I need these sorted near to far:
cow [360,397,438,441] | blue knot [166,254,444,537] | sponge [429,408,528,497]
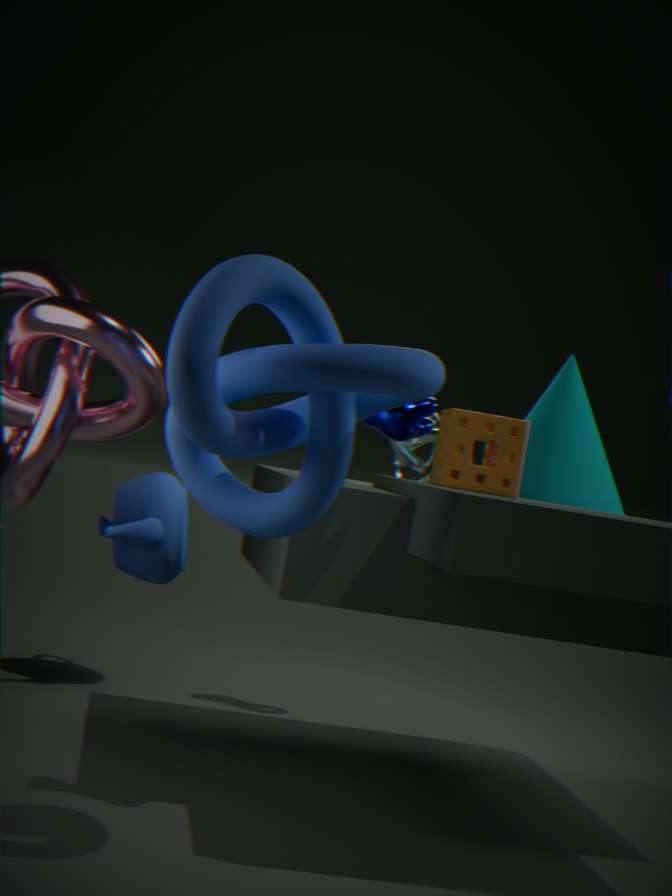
blue knot [166,254,444,537] → cow [360,397,438,441] → sponge [429,408,528,497]
